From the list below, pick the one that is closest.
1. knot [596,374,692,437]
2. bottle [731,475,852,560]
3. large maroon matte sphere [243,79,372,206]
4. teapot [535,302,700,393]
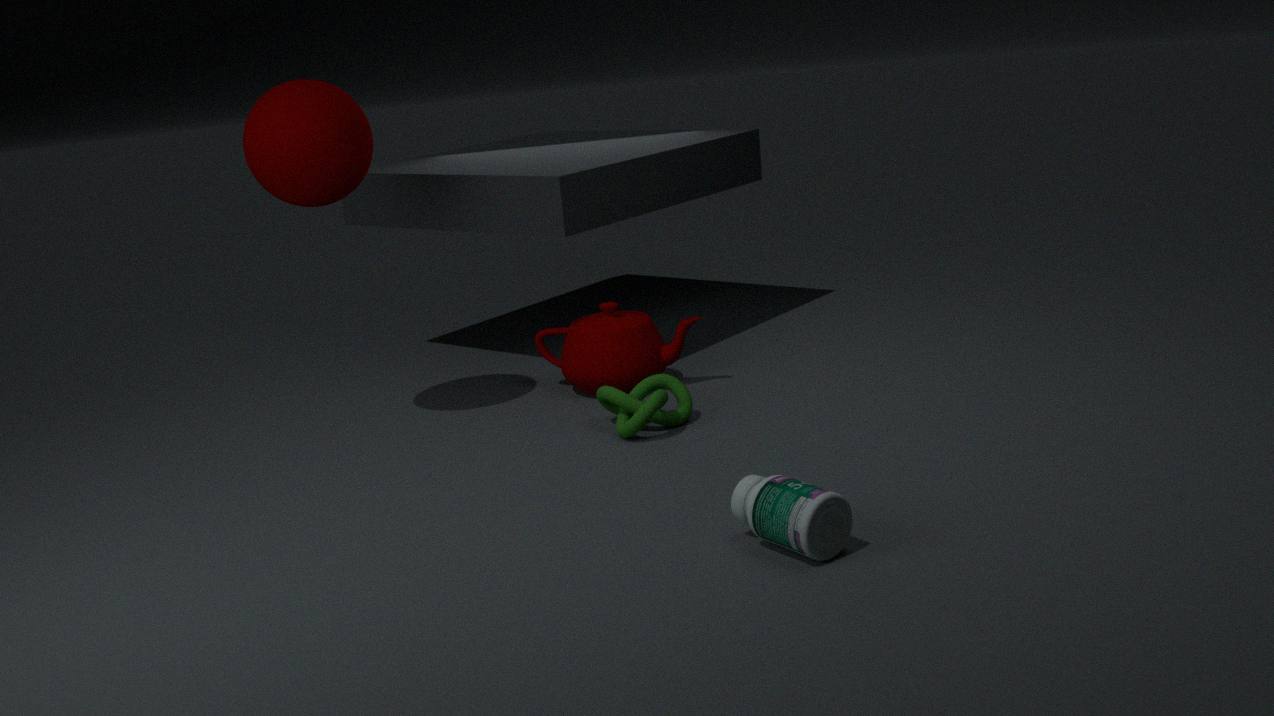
bottle [731,475,852,560]
